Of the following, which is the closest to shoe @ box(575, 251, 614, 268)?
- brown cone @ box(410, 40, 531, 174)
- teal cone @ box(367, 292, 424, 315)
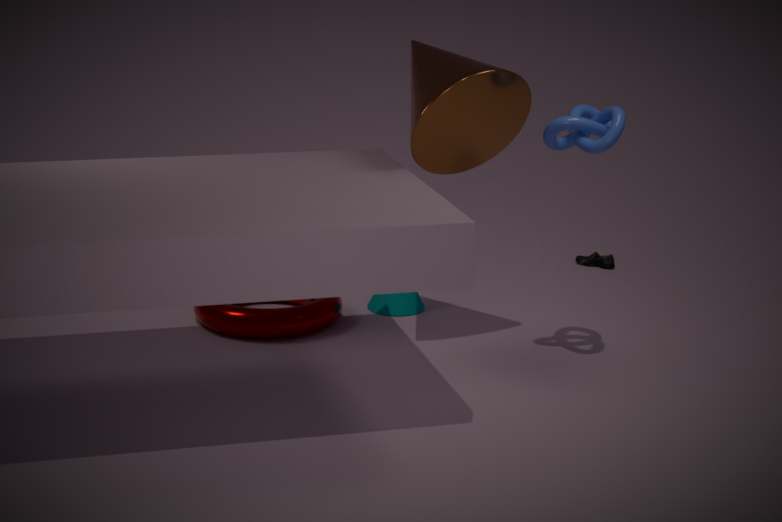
Answer: teal cone @ box(367, 292, 424, 315)
